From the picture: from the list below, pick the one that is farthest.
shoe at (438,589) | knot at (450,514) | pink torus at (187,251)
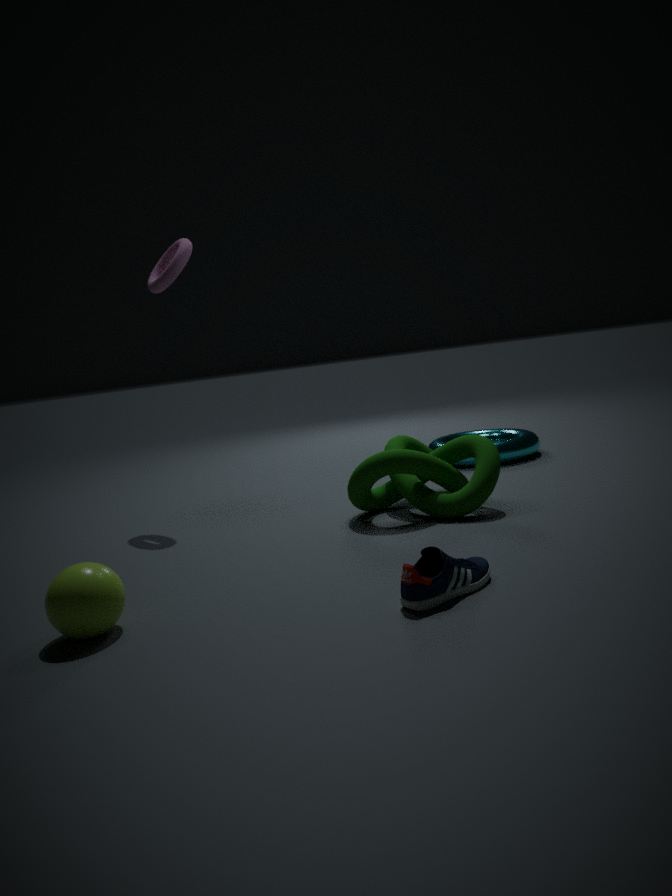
pink torus at (187,251)
